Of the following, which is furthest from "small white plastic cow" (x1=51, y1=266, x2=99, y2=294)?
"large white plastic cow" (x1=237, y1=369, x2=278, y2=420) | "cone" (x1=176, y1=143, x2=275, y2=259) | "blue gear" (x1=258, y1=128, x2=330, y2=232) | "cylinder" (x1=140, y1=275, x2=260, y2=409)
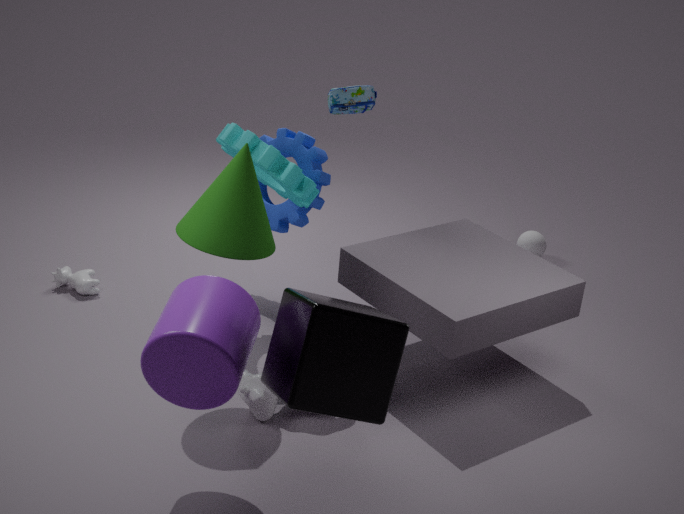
"cylinder" (x1=140, y1=275, x2=260, y2=409)
